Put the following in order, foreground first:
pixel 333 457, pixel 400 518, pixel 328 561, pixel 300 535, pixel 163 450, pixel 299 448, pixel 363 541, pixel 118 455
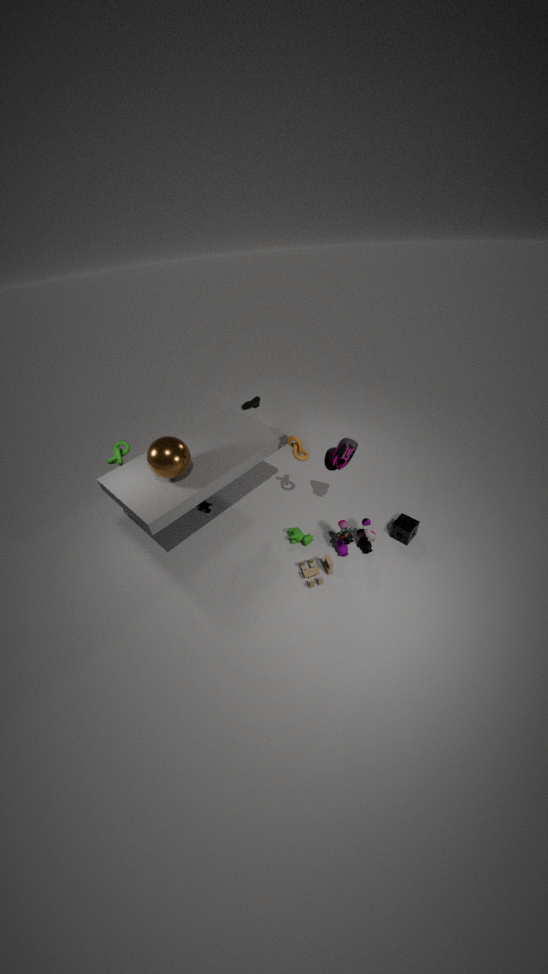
1. pixel 163 450
2. pixel 328 561
3. pixel 333 457
4. pixel 299 448
5. pixel 363 541
6. pixel 118 455
7. pixel 400 518
8. pixel 300 535
